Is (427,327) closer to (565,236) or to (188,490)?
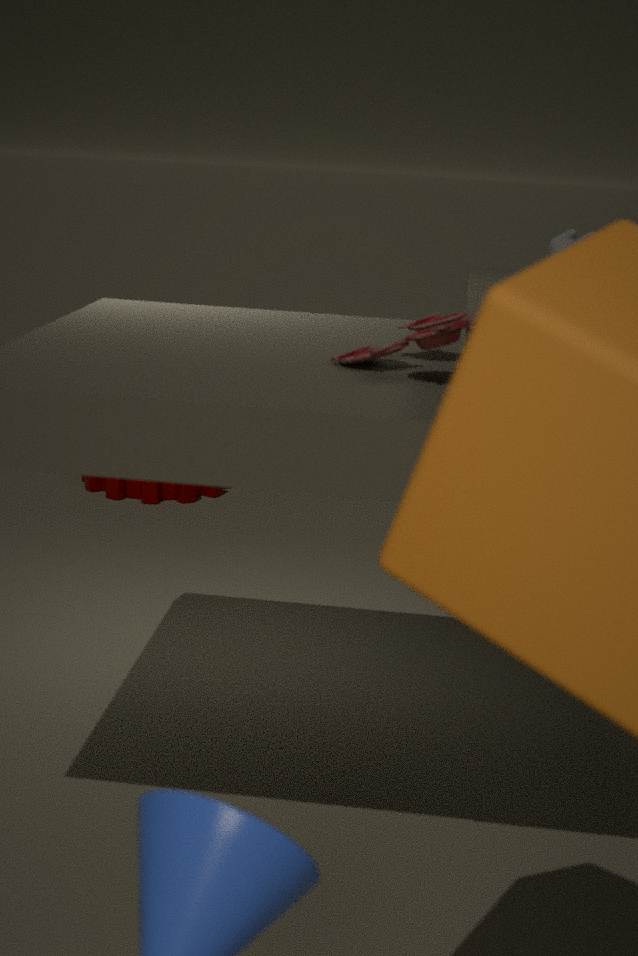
(565,236)
